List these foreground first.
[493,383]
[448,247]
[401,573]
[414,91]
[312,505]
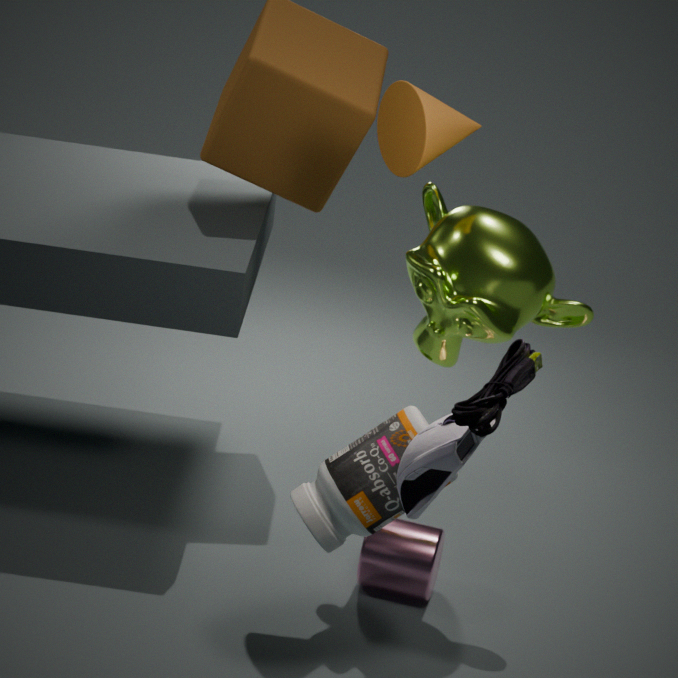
[493,383] → [312,505] → [414,91] → [448,247] → [401,573]
